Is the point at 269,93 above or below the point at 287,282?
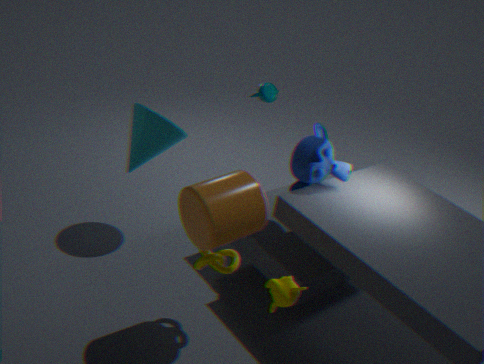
above
